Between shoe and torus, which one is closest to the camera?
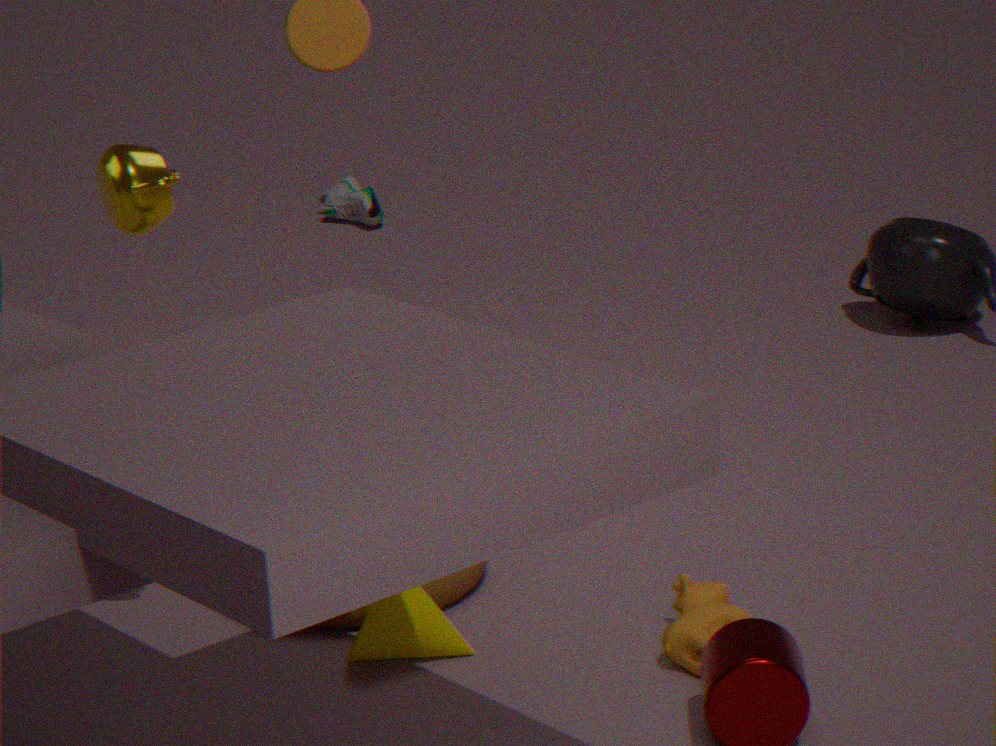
torus
